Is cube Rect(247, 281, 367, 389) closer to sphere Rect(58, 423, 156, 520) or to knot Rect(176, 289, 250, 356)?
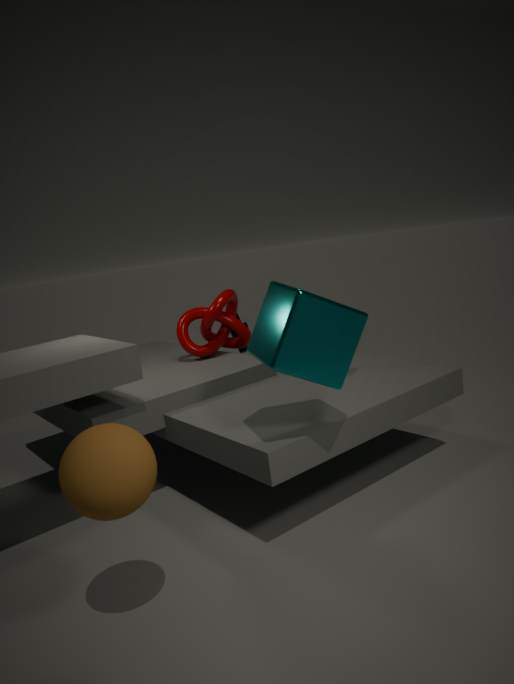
sphere Rect(58, 423, 156, 520)
